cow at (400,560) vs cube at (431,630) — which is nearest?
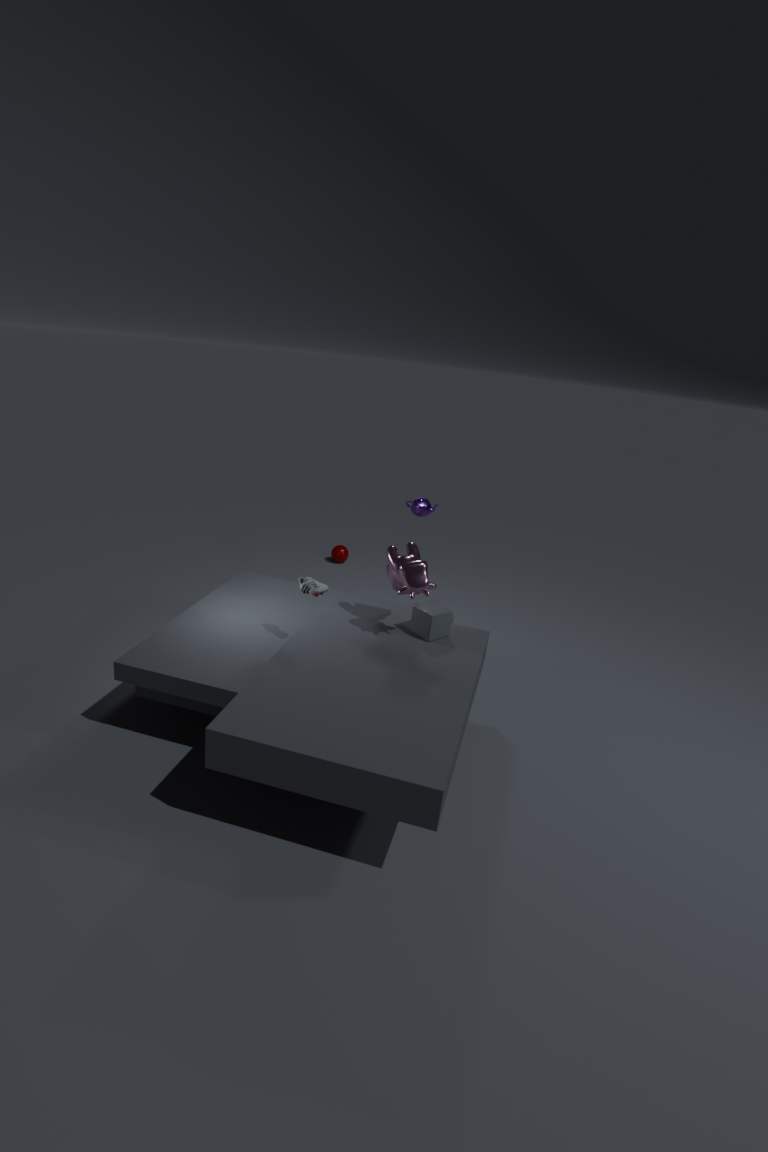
cow at (400,560)
